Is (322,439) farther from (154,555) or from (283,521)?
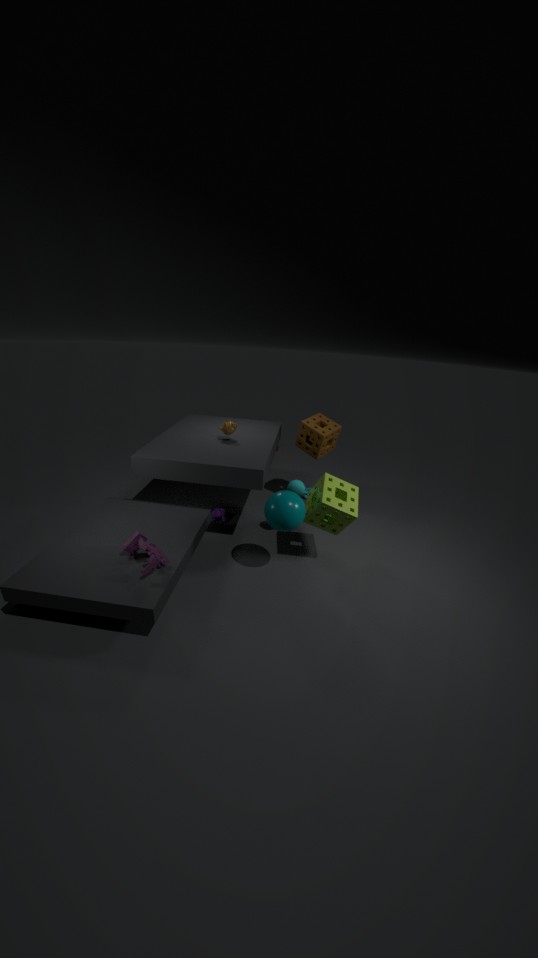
(154,555)
